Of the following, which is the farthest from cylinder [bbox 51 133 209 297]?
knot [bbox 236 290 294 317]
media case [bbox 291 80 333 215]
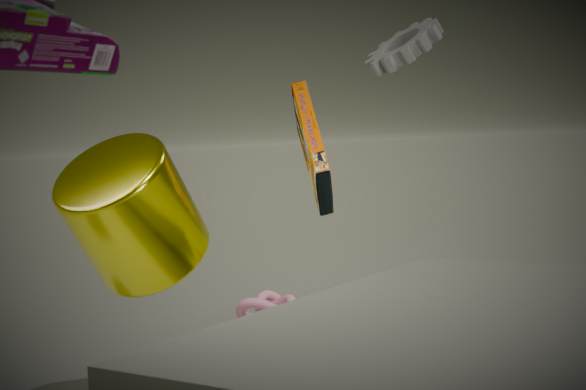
knot [bbox 236 290 294 317]
